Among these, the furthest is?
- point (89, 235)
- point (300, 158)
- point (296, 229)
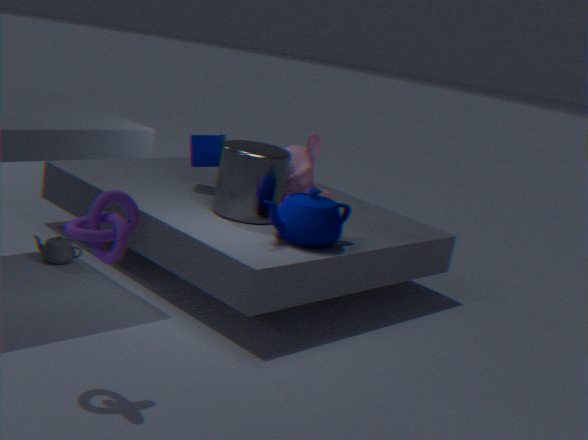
point (300, 158)
